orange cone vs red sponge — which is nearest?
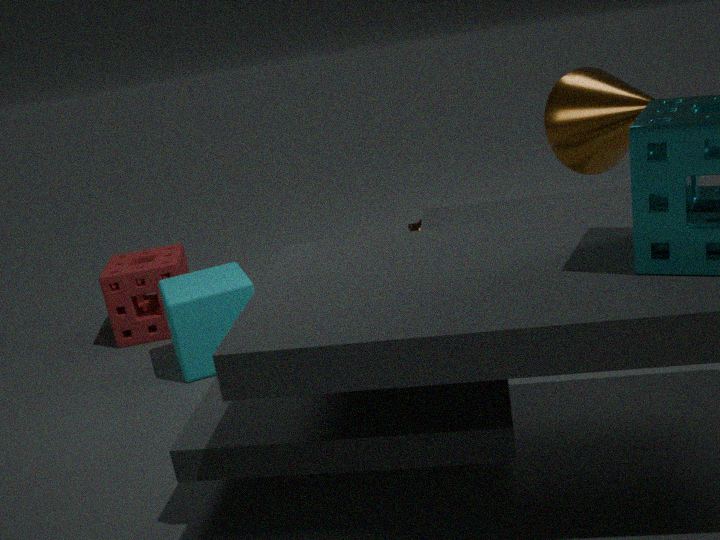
orange cone
